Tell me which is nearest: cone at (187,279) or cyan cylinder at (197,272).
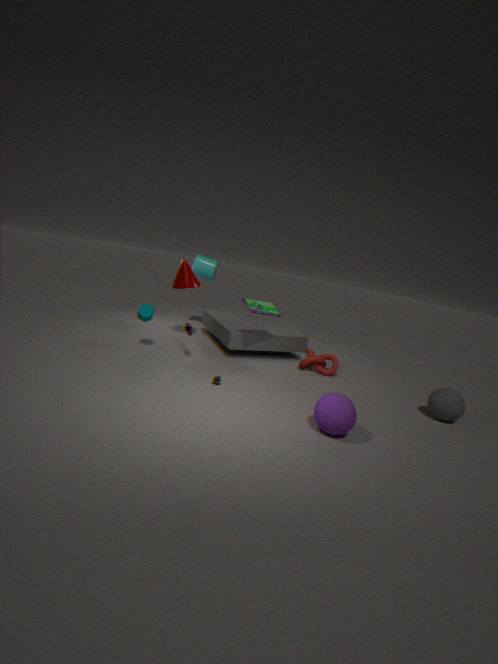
cone at (187,279)
